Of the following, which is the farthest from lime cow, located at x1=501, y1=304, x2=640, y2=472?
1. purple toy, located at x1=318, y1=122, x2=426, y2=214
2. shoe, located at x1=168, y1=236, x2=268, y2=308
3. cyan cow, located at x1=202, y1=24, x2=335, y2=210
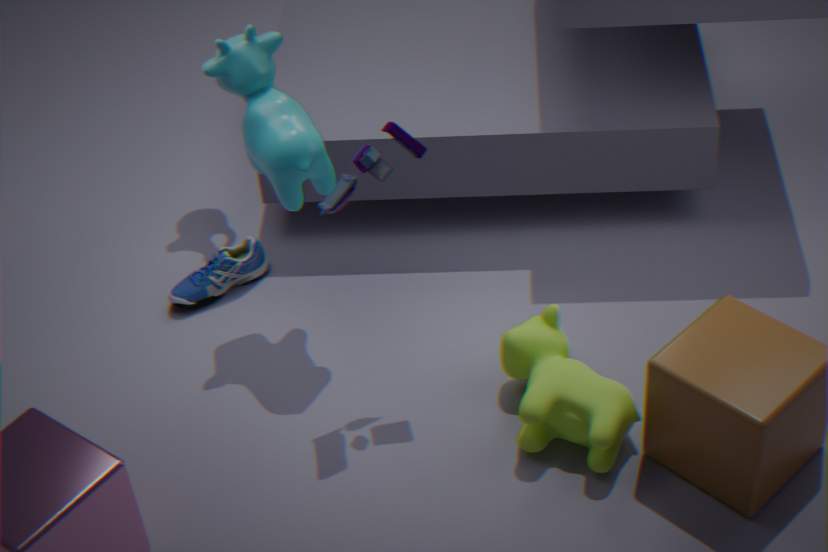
shoe, located at x1=168, y1=236, x2=268, y2=308
